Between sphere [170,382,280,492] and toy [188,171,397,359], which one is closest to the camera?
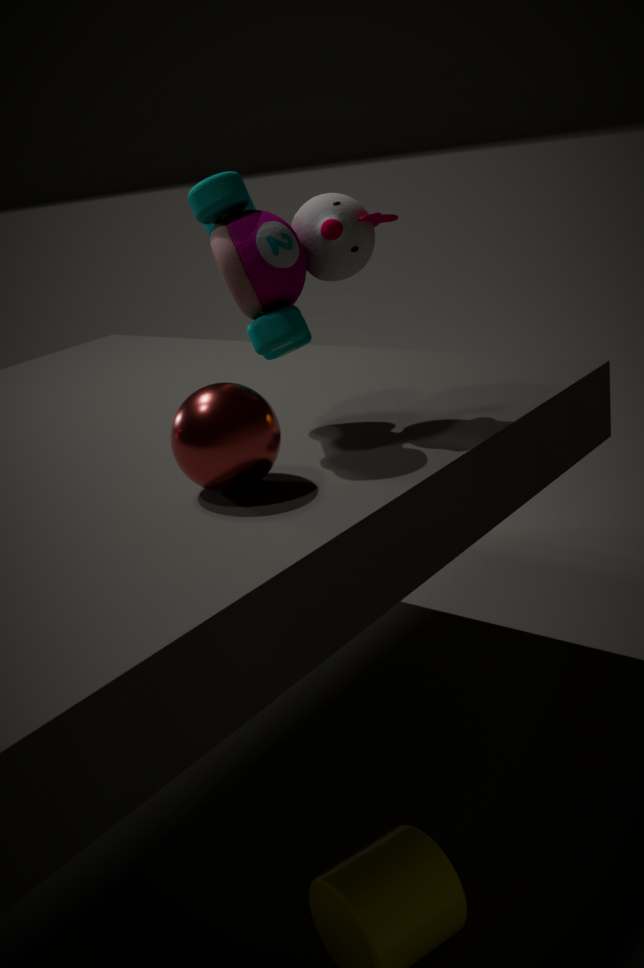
sphere [170,382,280,492]
